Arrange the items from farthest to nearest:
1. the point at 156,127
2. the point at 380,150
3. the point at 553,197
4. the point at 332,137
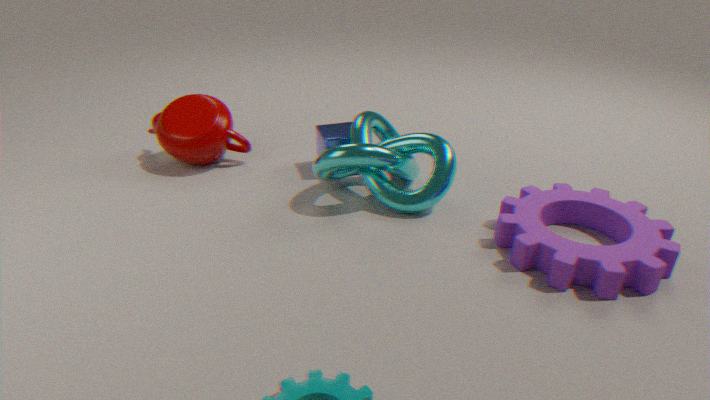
the point at 156,127
the point at 332,137
the point at 380,150
the point at 553,197
